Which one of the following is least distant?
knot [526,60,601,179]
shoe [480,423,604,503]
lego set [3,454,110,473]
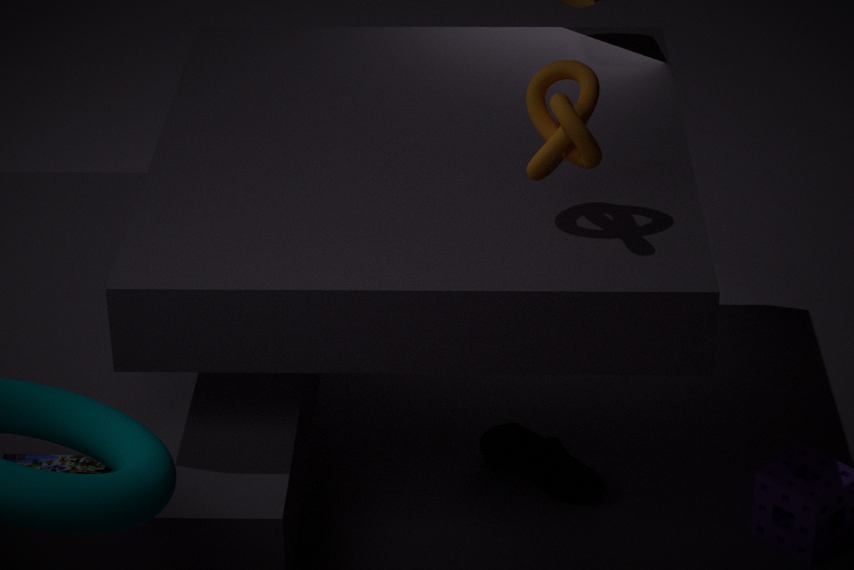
knot [526,60,601,179]
